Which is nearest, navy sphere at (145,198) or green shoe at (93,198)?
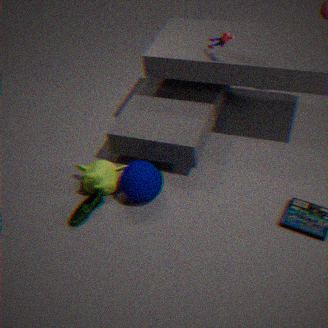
navy sphere at (145,198)
